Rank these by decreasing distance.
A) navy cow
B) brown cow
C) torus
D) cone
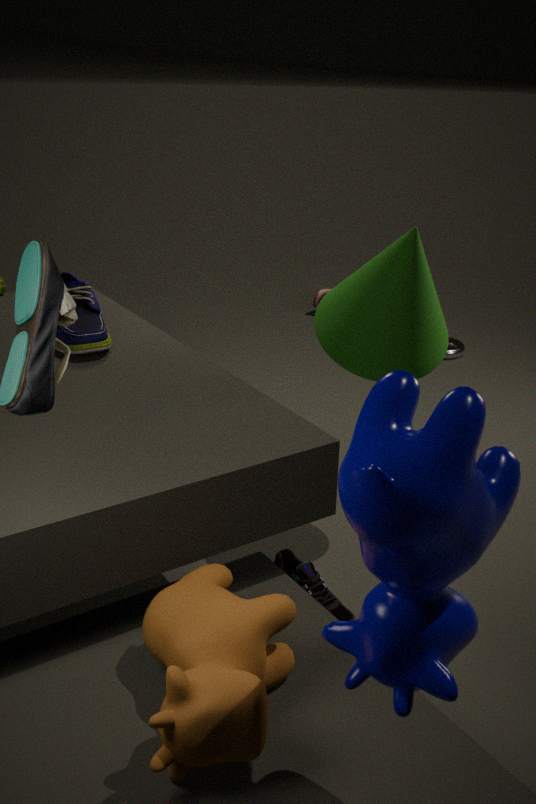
torus < cone < brown cow < navy cow
